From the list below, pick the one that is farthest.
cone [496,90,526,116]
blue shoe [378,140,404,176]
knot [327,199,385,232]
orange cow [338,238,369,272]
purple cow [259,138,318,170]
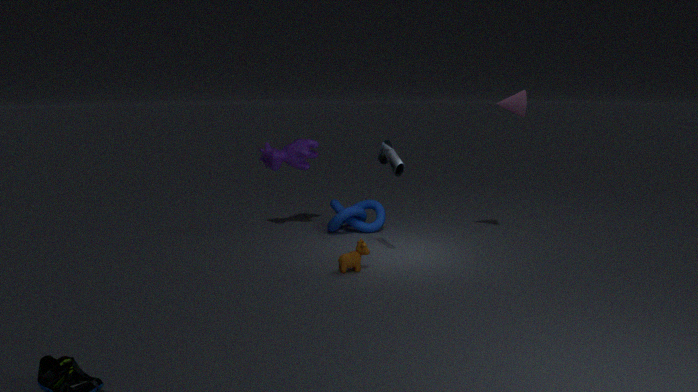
purple cow [259,138,318,170]
